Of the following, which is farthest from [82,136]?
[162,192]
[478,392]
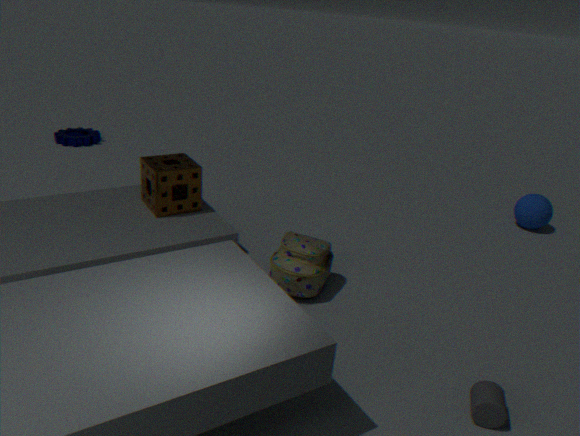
[478,392]
